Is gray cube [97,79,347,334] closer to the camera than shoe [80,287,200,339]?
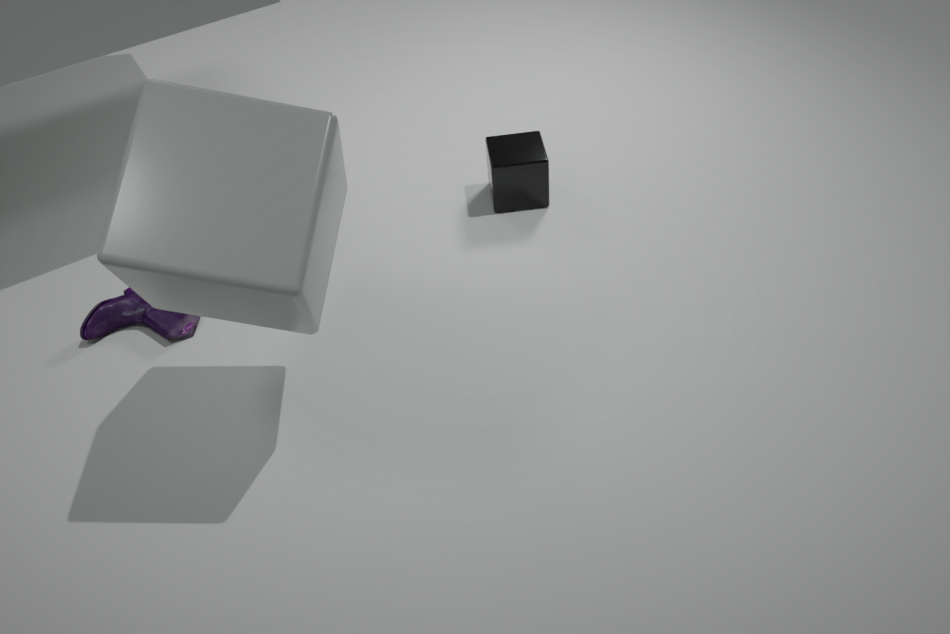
Yes
